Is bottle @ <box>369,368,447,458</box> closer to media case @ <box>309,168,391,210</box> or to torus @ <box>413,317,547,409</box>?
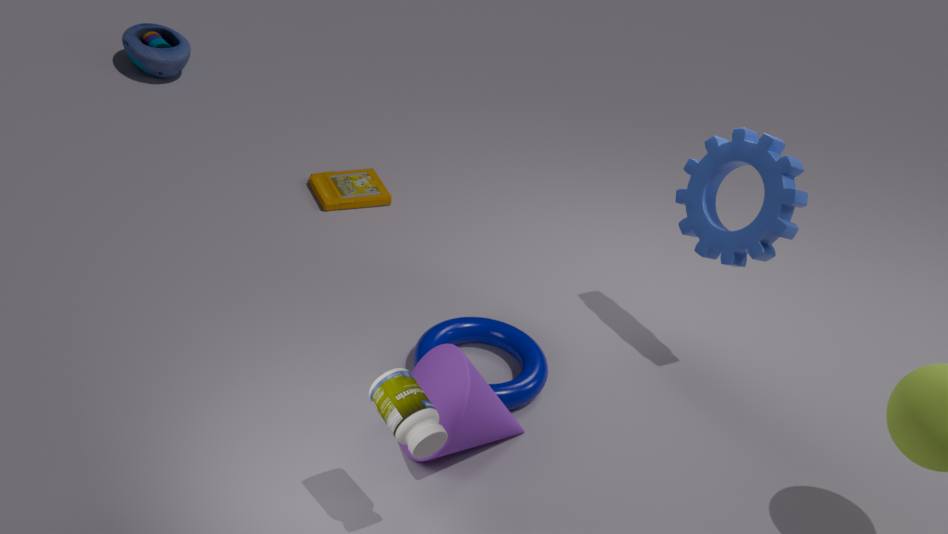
torus @ <box>413,317,547,409</box>
